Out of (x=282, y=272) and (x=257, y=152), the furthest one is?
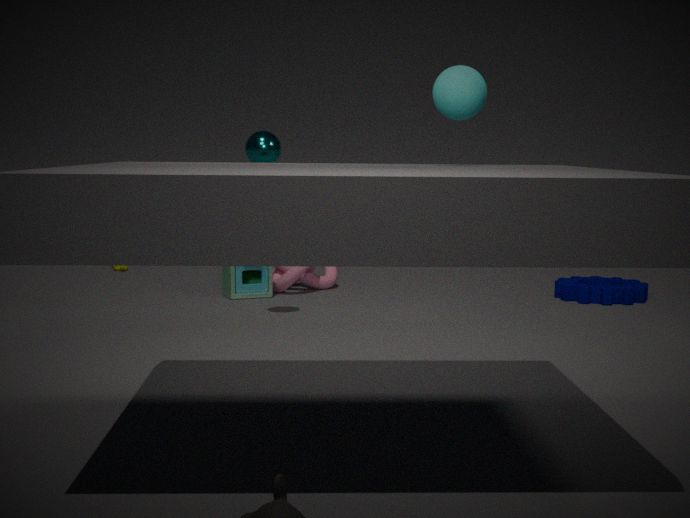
(x=282, y=272)
